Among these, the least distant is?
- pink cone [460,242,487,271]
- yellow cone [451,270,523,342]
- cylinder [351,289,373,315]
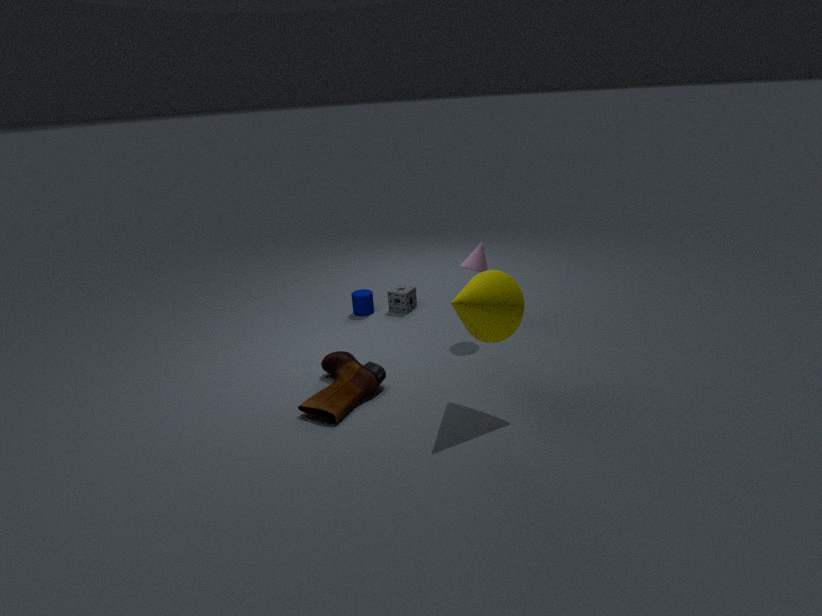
yellow cone [451,270,523,342]
